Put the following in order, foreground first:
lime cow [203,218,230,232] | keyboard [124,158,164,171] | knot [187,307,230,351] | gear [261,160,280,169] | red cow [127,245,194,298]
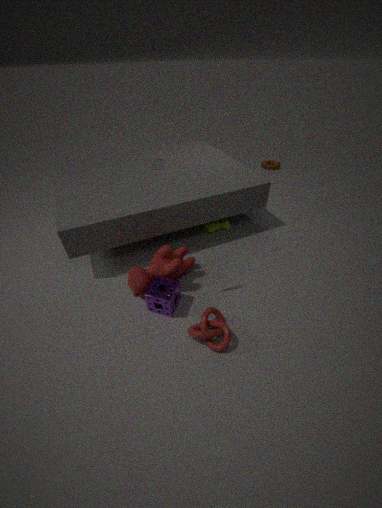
1. keyboard [124,158,164,171]
2. knot [187,307,230,351]
3. red cow [127,245,194,298]
4. lime cow [203,218,230,232]
5. gear [261,160,280,169]
